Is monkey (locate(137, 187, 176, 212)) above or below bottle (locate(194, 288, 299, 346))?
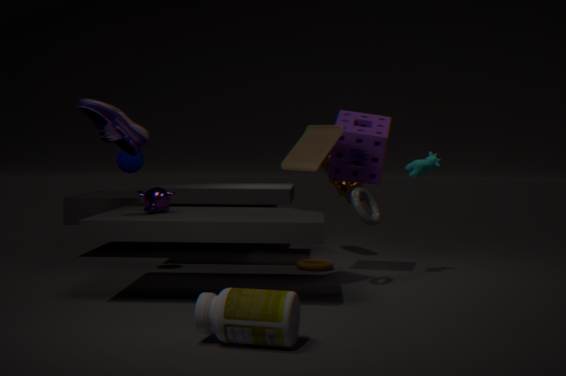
above
